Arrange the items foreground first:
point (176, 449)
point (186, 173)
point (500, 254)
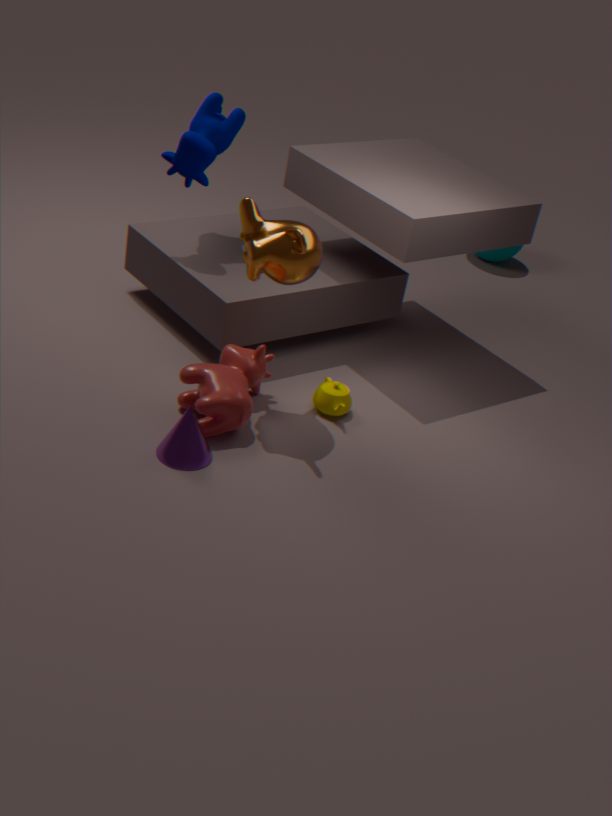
point (176, 449)
point (186, 173)
point (500, 254)
